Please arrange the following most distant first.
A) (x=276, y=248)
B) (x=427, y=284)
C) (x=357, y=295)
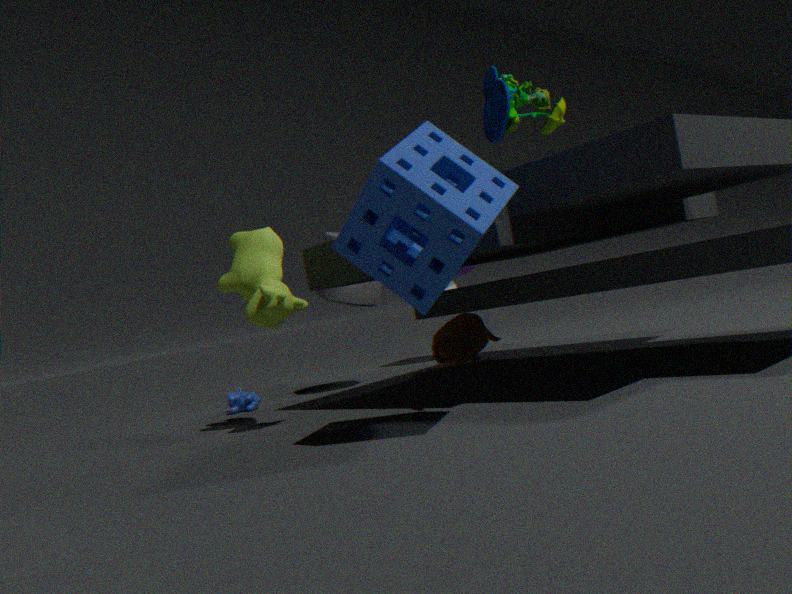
(x=357, y=295)
(x=276, y=248)
(x=427, y=284)
